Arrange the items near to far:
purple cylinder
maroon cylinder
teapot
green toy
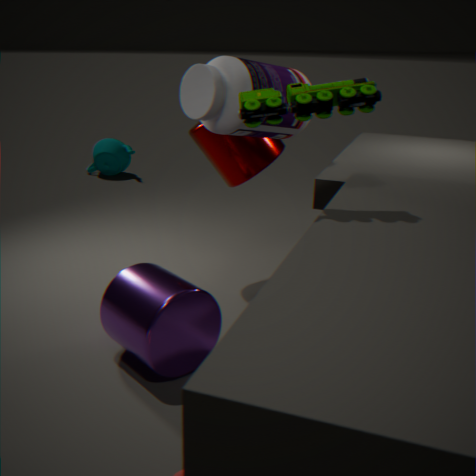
green toy, purple cylinder, maroon cylinder, teapot
